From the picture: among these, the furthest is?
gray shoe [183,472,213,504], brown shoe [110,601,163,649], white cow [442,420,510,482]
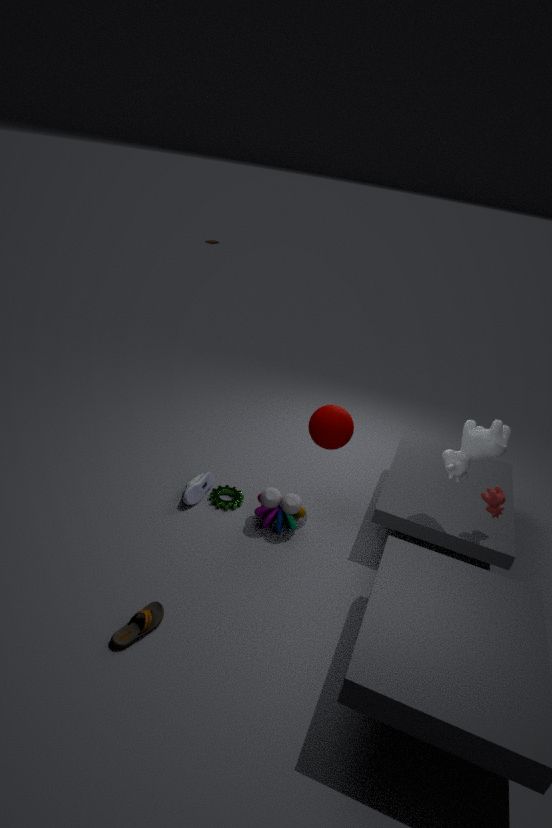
gray shoe [183,472,213,504]
